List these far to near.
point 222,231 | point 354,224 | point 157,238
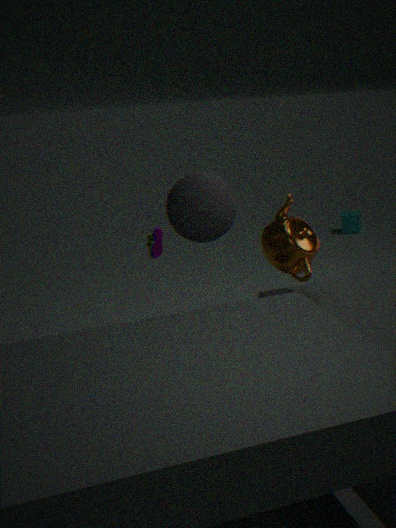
point 354,224 < point 157,238 < point 222,231
